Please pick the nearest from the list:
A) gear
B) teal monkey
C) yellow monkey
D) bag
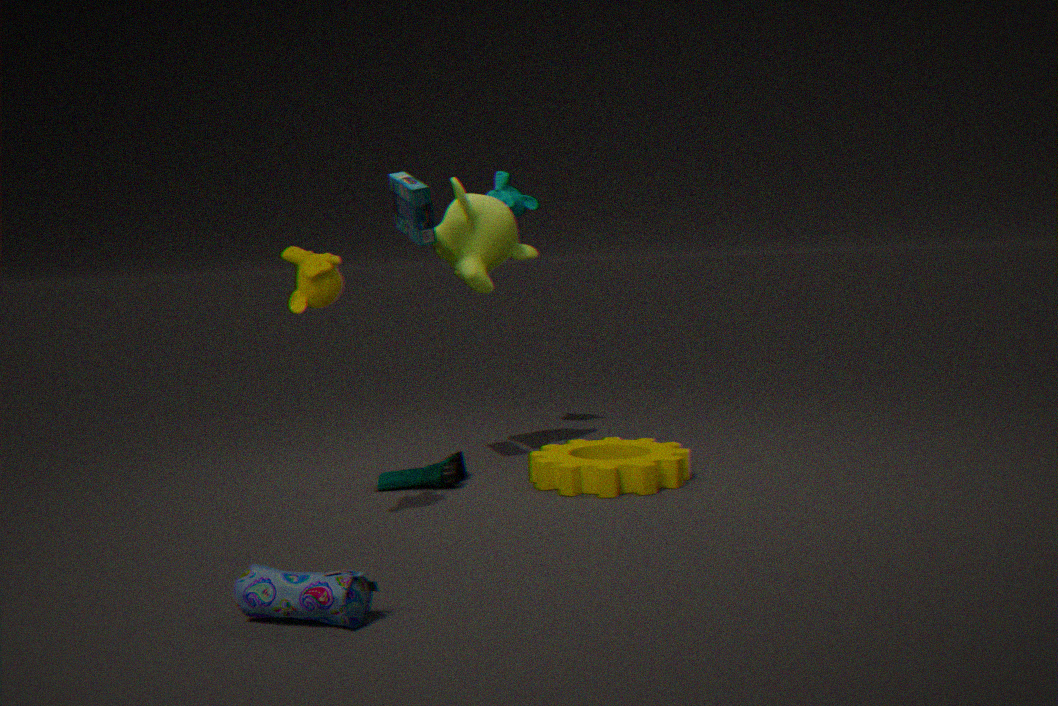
D. bag
